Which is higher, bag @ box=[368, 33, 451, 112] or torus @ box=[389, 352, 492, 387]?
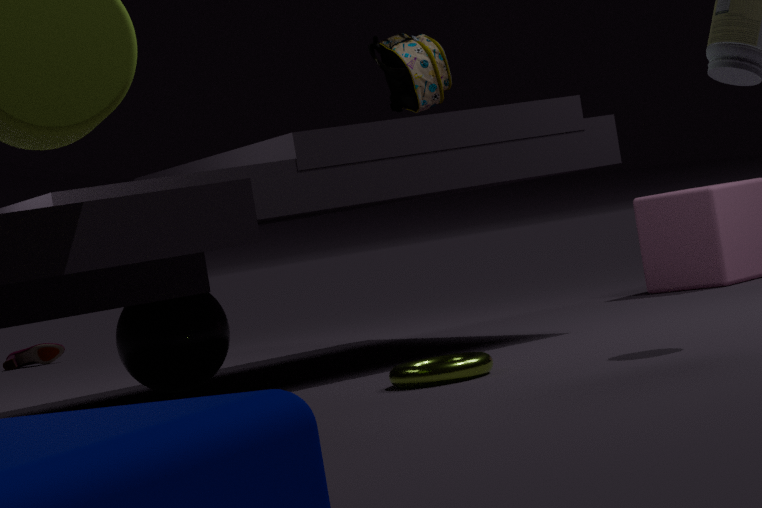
bag @ box=[368, 33, 451, 112]
